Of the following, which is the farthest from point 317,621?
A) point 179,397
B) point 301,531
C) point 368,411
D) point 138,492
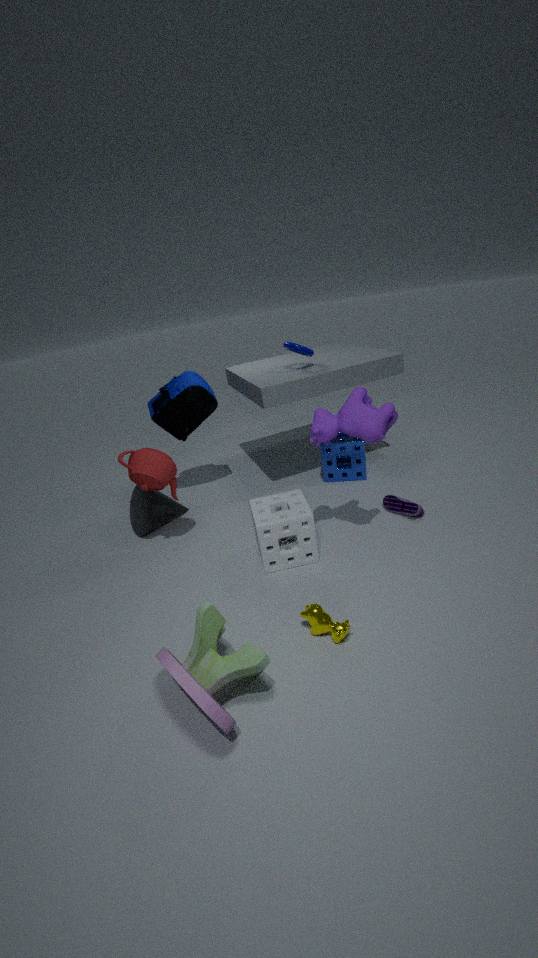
point 179,397
